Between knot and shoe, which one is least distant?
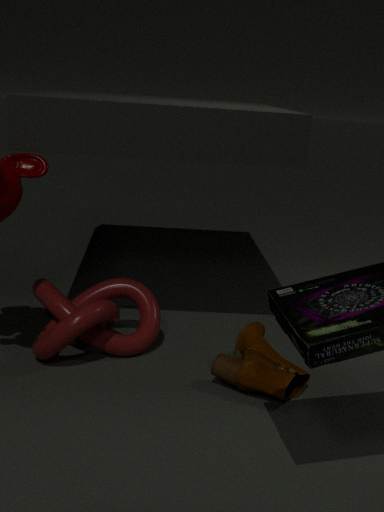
shoe
